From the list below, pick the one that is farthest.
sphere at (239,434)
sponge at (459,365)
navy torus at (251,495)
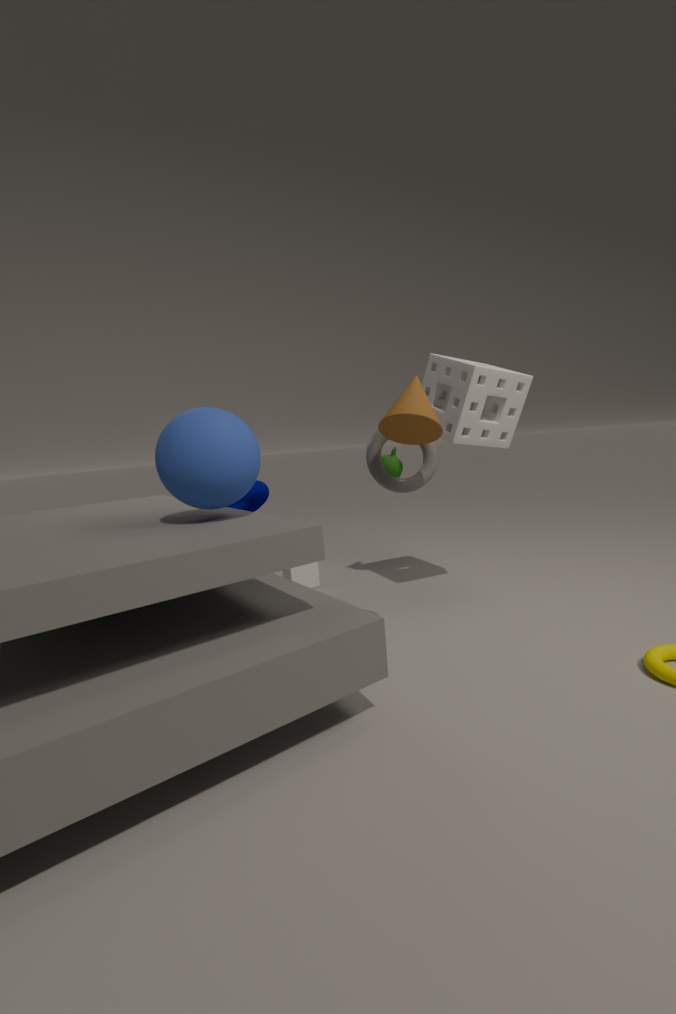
navy torus at (251,495)
